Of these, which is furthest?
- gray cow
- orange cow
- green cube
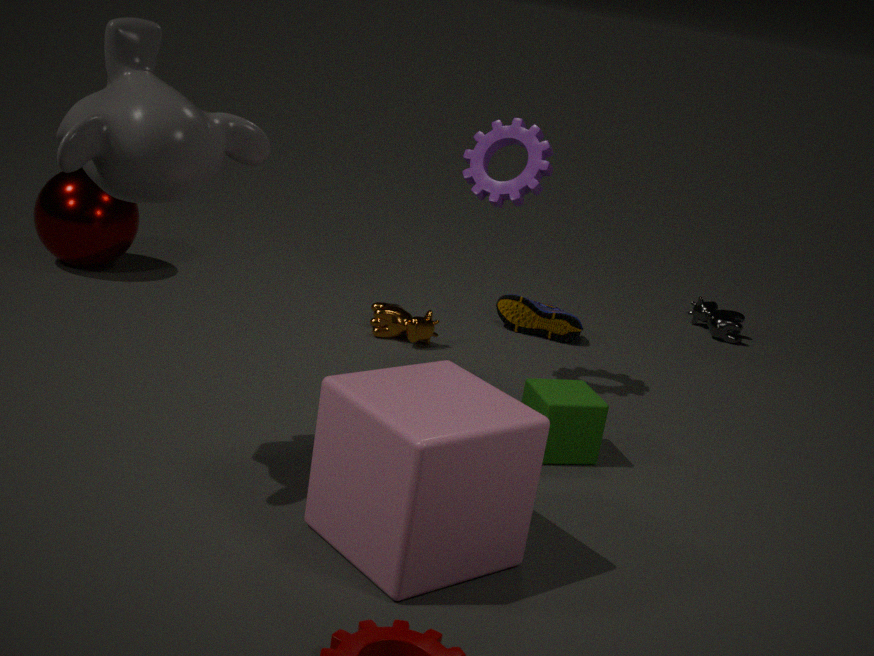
gray cow
